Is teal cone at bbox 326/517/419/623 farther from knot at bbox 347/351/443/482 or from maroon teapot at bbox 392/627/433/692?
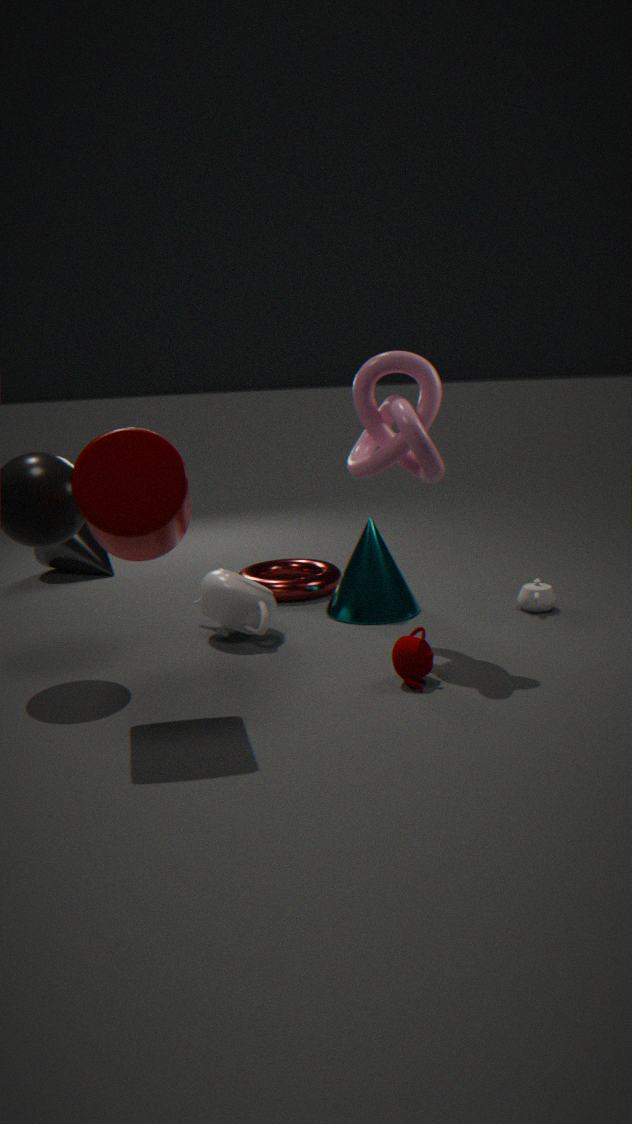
maroon teapot at bbox 392/627/433/692
